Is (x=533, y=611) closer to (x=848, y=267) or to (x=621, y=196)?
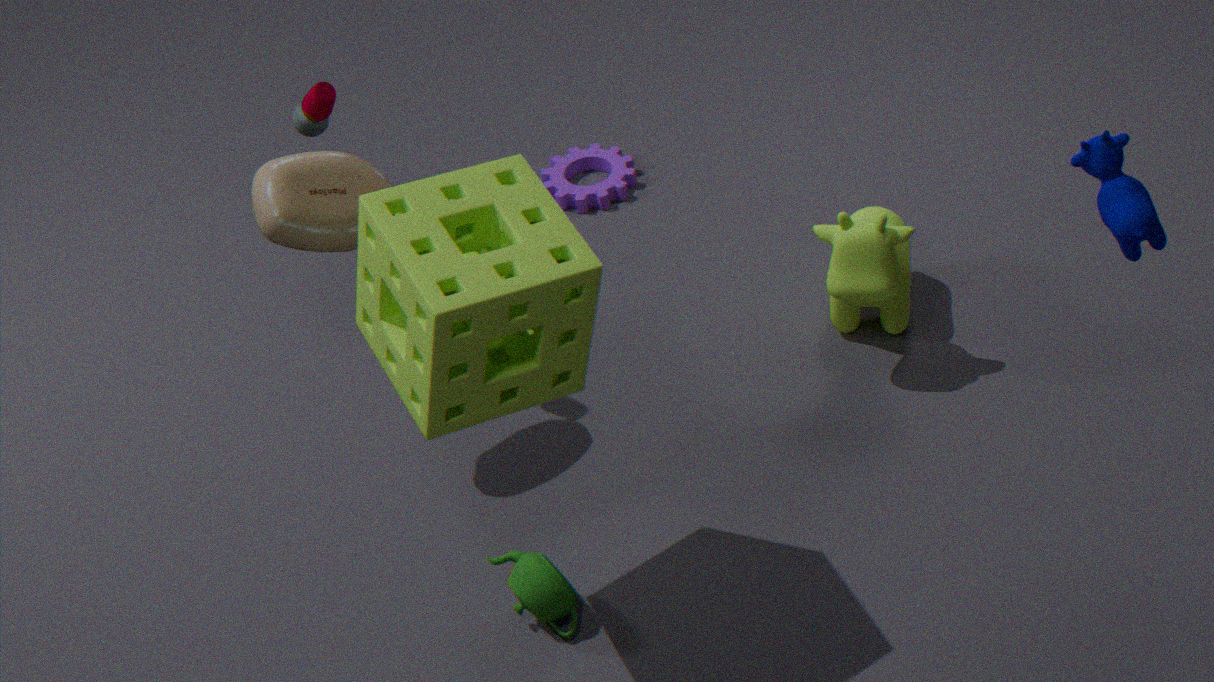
(x=848, y=267)
